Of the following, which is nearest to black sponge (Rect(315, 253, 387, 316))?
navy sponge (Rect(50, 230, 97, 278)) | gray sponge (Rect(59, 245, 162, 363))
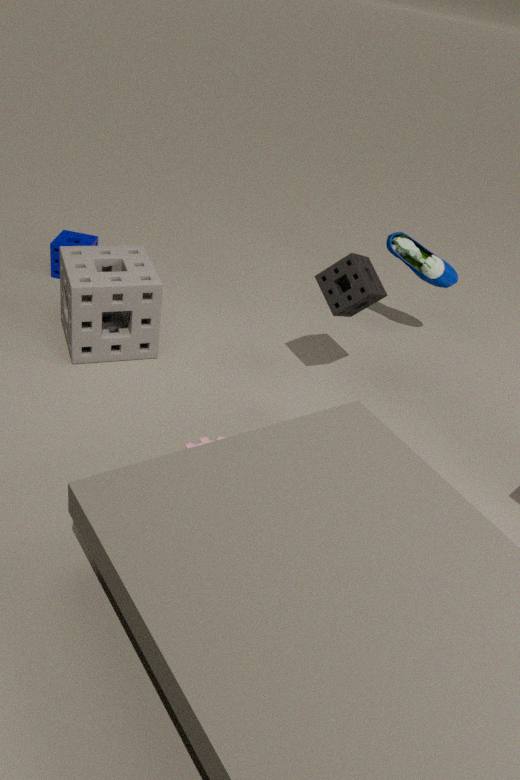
gray sponge (Rect(59, 245, 162, 363))
